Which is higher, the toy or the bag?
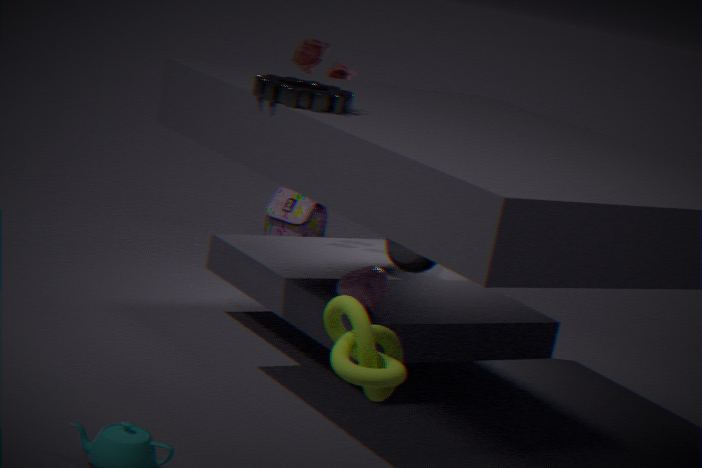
the toy
